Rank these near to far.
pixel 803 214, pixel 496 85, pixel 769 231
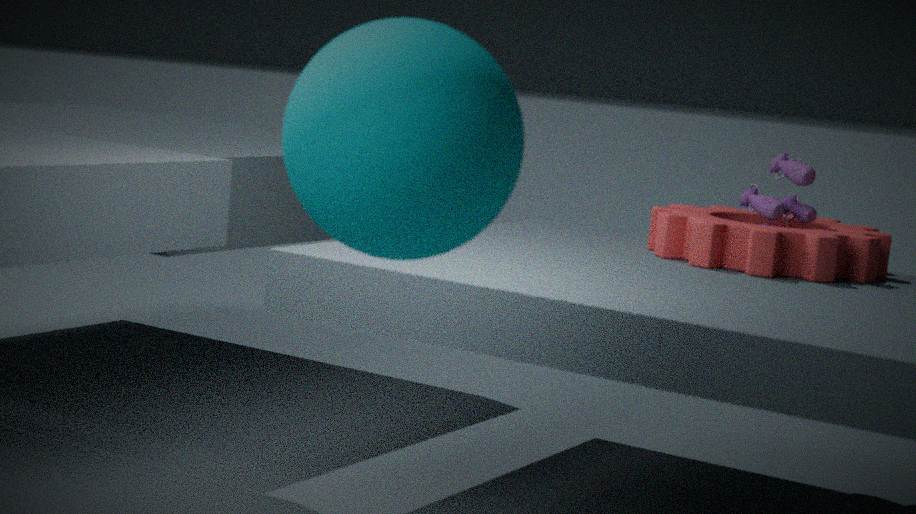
pixel 496 85 < pixel 769 231 < pixel 803 214
